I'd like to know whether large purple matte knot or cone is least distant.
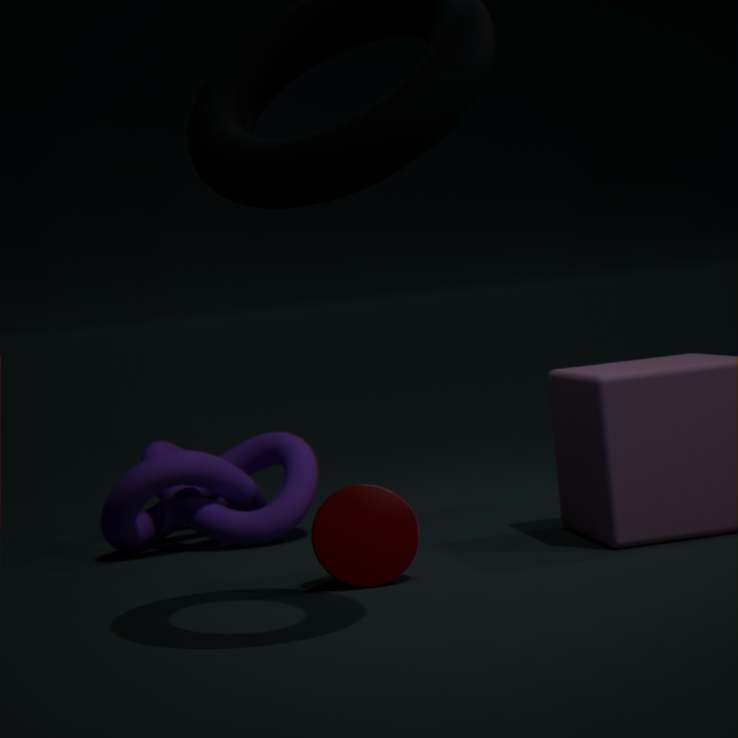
cone
